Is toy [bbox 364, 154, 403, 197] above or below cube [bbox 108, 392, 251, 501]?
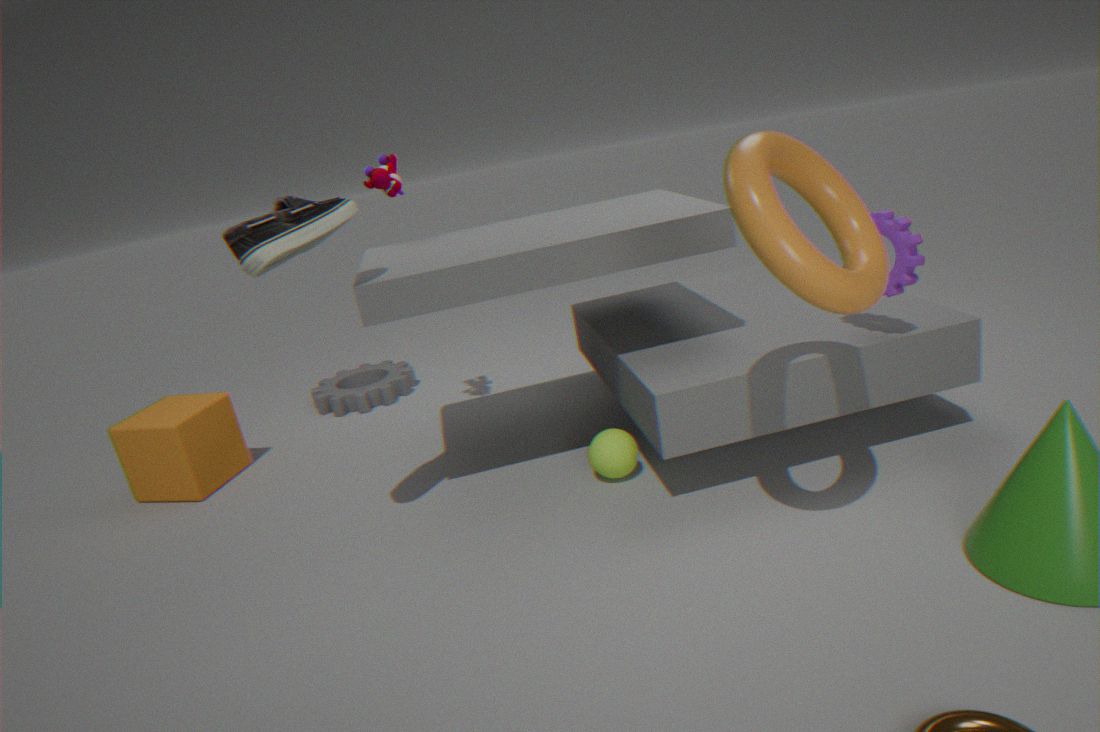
above
